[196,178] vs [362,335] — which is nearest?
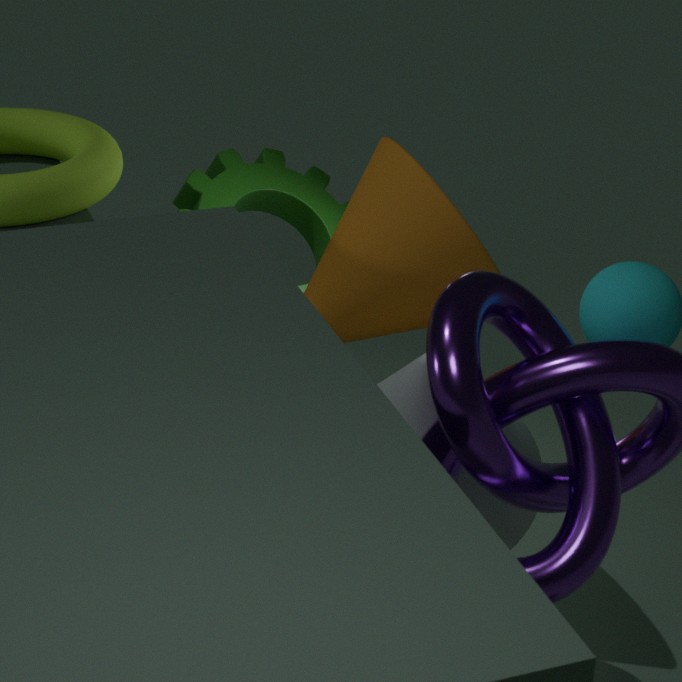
[362,335]
